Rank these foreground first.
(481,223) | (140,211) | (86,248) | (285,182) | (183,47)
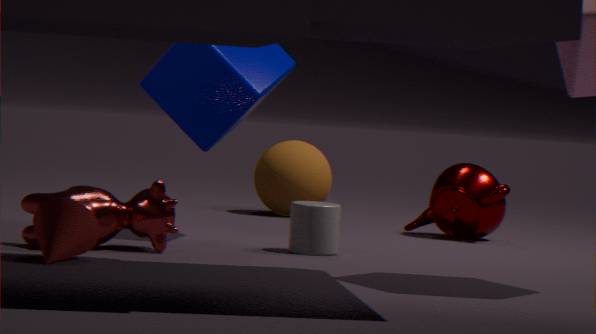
(86,248) < (140,211) < (183,47) < (481,223) < (285,182)
